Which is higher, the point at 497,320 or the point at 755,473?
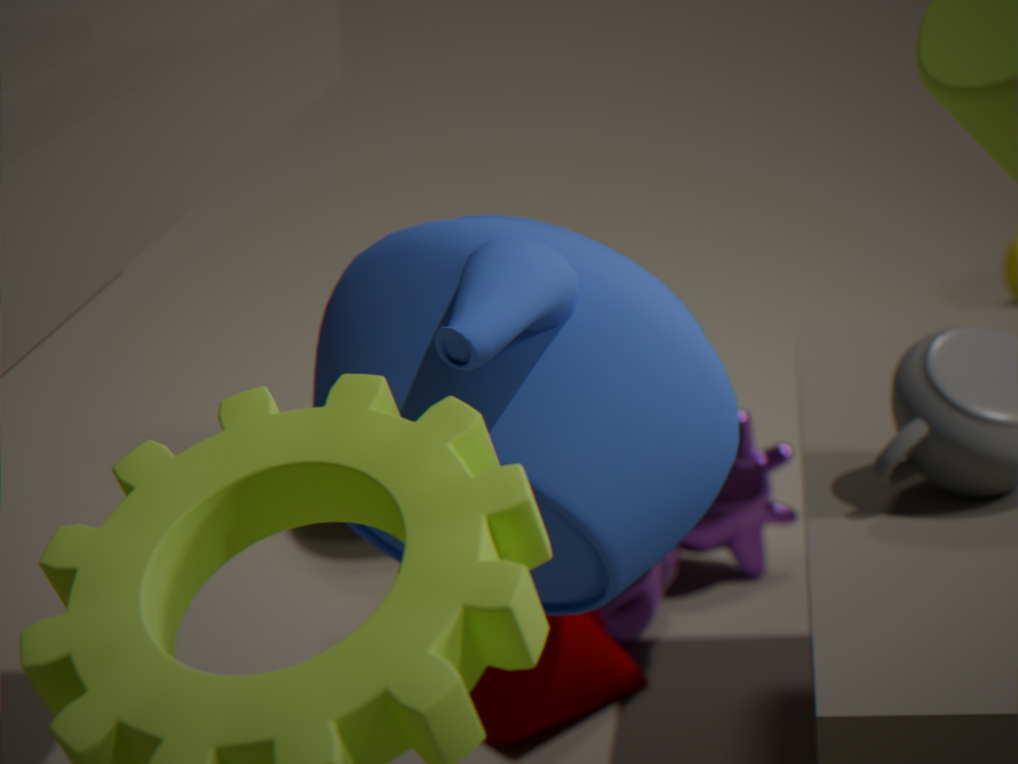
the point at 497,320
